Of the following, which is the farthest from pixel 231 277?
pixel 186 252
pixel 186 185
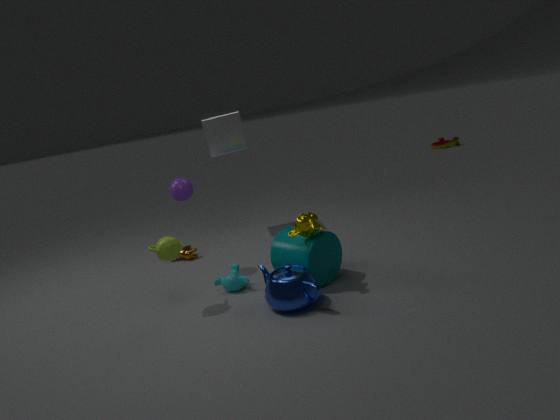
pixel 186 252
